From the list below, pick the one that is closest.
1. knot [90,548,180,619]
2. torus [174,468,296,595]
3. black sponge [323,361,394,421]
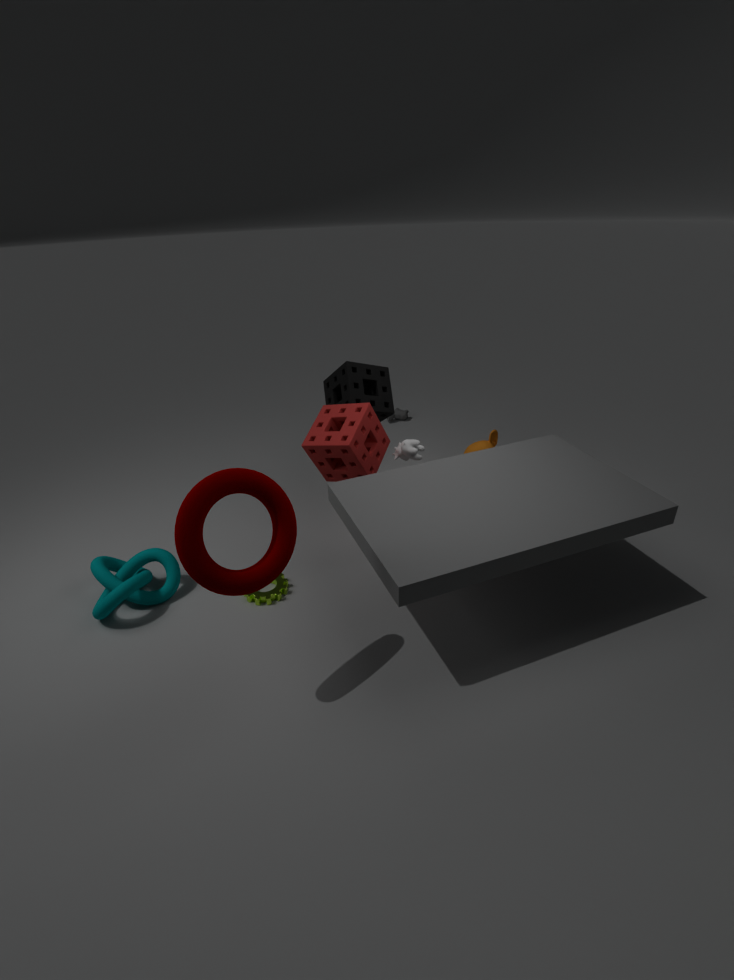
torus [174,468,296,595]
